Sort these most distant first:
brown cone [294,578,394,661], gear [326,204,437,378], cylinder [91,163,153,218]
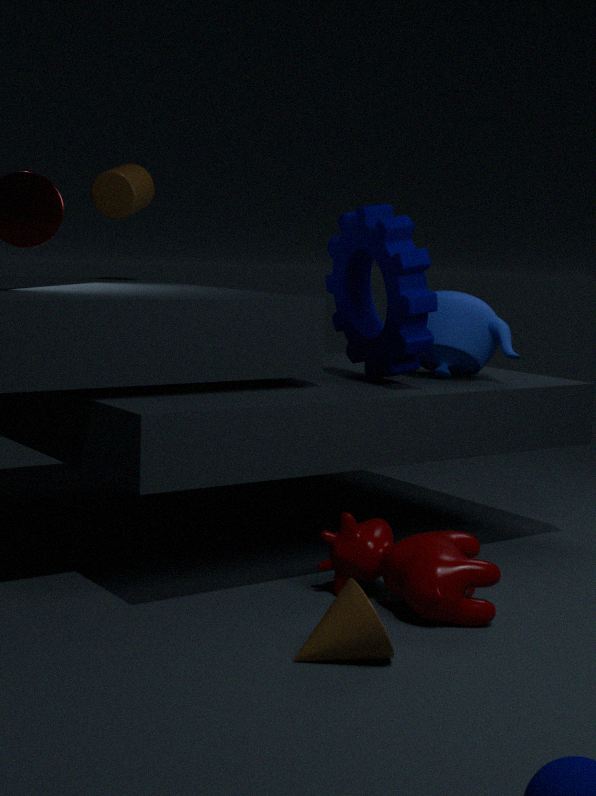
cylinder [91,163,153,218], gear [326,204,437,378], brown cone [294,578,394,661]
